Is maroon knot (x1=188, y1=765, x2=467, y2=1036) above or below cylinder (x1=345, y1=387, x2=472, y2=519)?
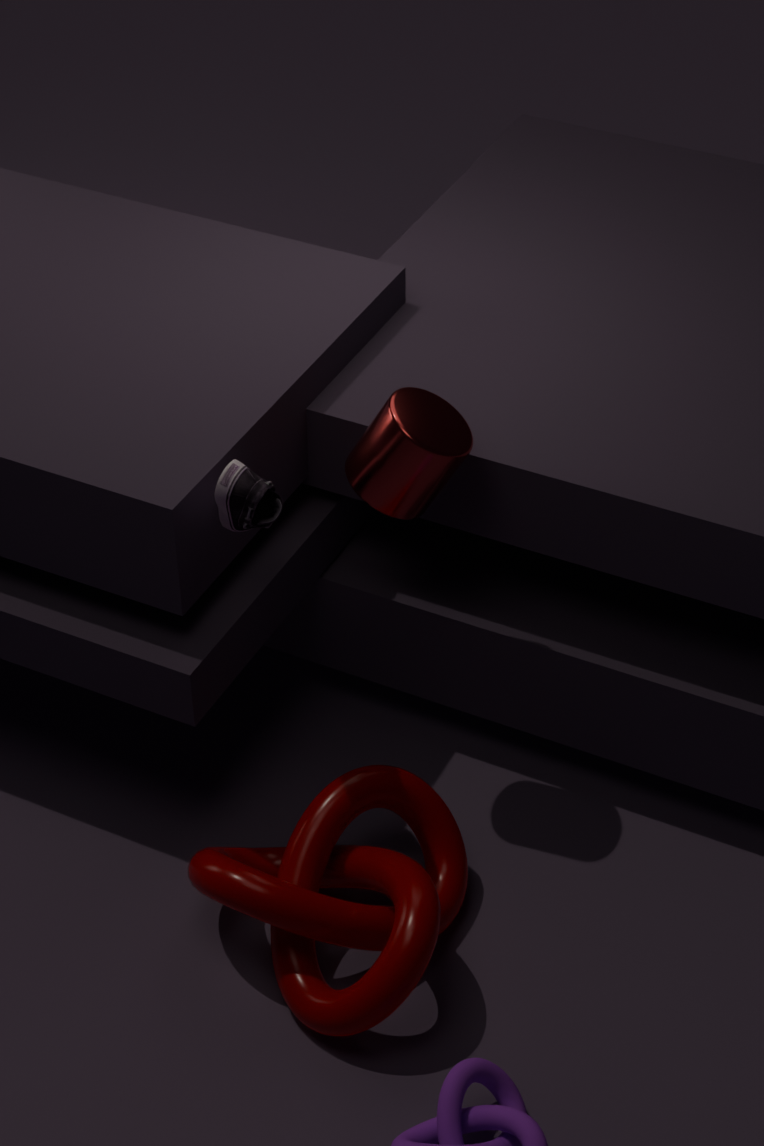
below
